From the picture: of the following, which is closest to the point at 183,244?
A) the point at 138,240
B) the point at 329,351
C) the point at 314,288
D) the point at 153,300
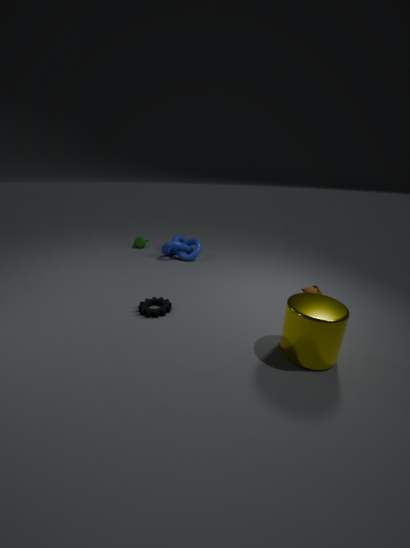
the point at 138,240
